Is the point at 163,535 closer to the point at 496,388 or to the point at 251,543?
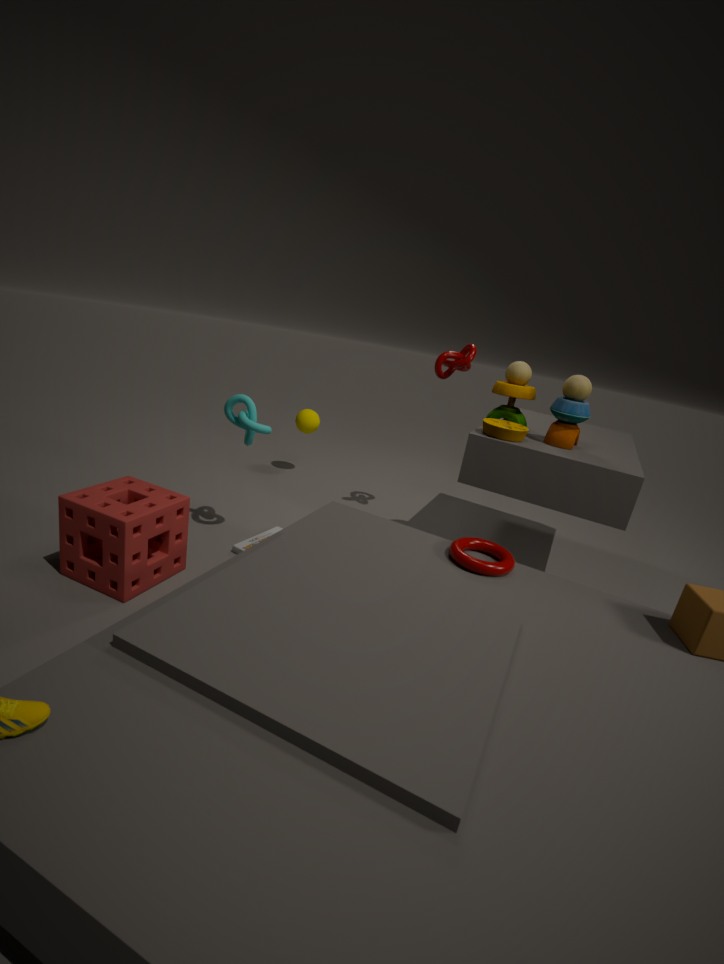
the point at 251,543
